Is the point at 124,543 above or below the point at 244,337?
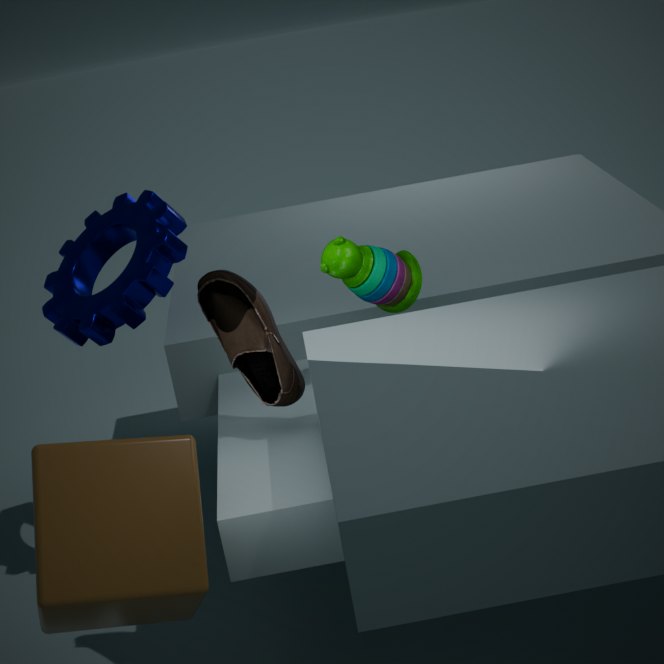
below
